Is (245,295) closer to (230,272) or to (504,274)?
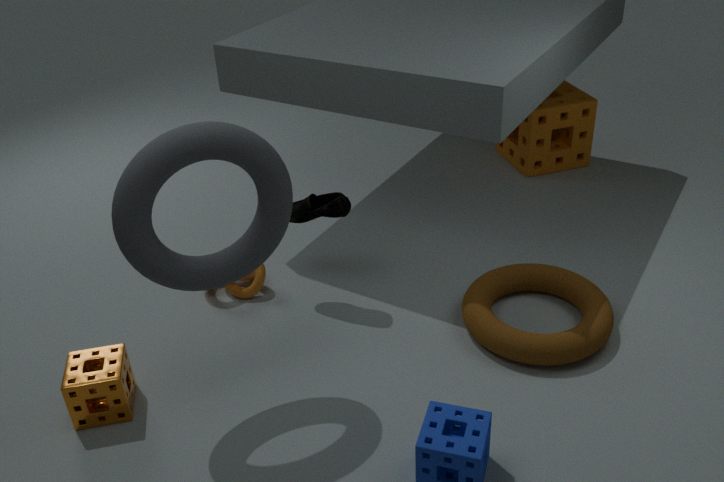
(230,272)
